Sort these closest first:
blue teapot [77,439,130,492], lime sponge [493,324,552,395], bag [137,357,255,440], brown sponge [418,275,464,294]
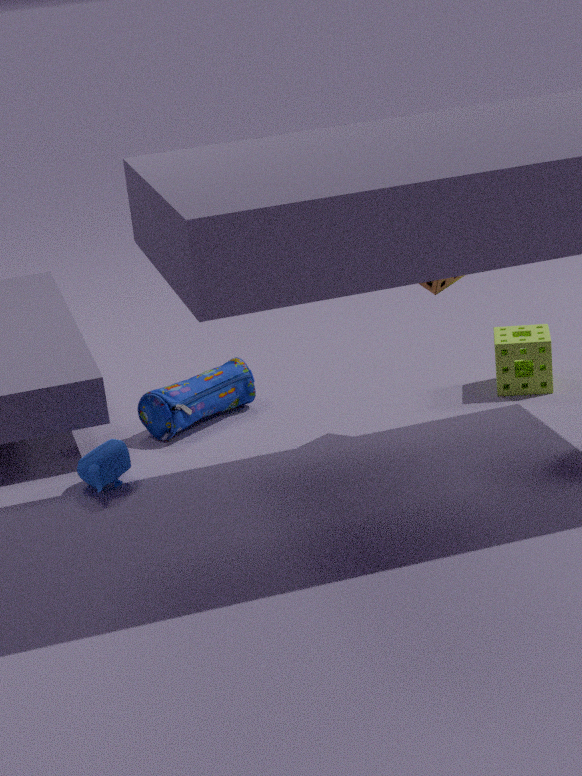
blue teapot [77,439,130,492] → brown sponge [418,275,464,294] → bag [137,357,255,440] → lime sponge [493,324,552,395]
